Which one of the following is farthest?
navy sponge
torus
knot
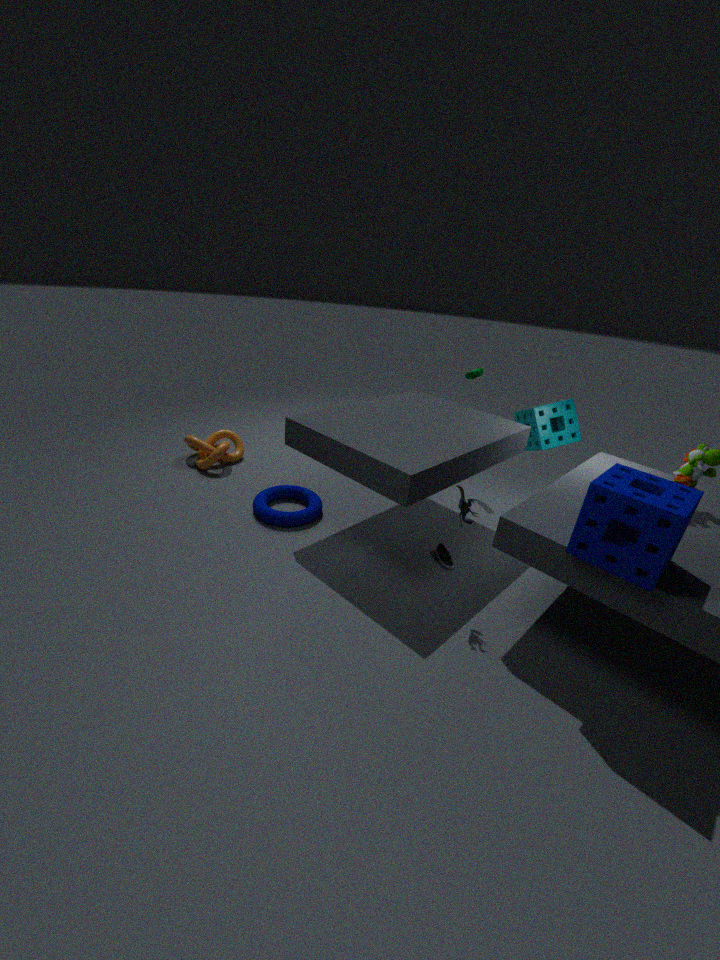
knot
